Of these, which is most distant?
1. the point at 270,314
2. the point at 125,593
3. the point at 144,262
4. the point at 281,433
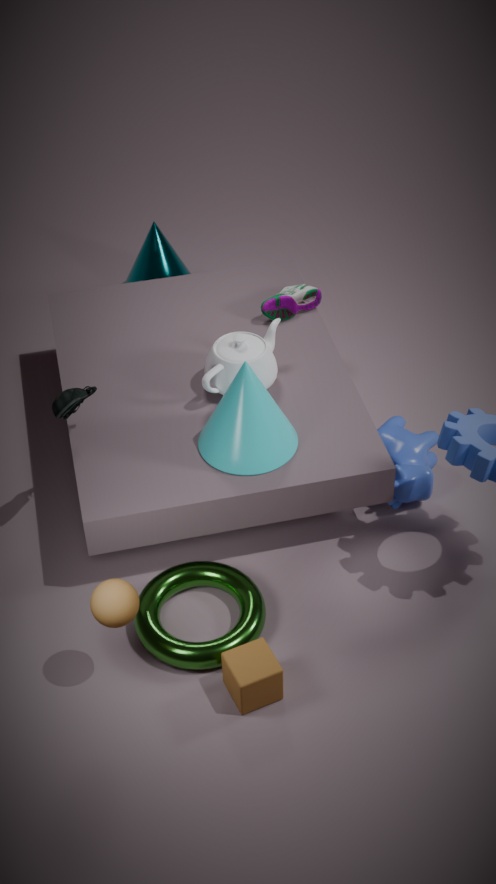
the point at 144,262
